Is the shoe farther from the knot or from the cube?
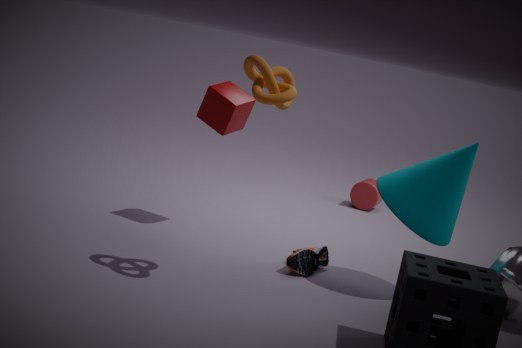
the knot
